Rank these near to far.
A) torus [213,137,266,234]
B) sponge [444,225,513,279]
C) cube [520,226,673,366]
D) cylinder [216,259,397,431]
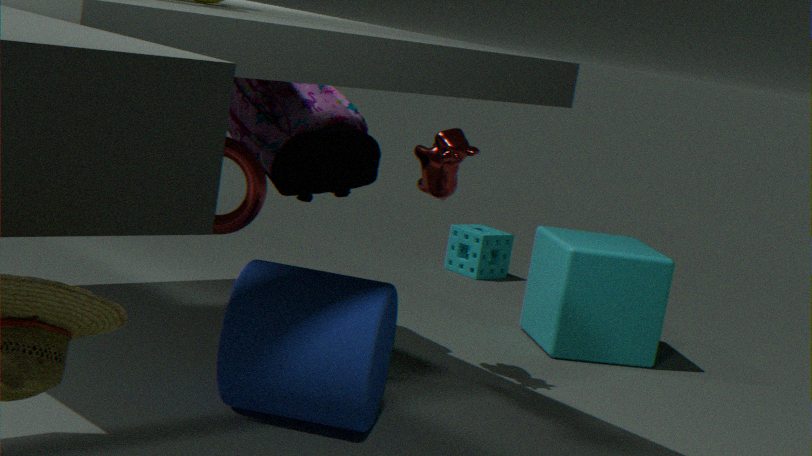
D. cylinder [216,259,397,431] < A. torus [213,137,266,234] < C. cube [520,226,673,366] < B. sponge [444,225,513,279]
